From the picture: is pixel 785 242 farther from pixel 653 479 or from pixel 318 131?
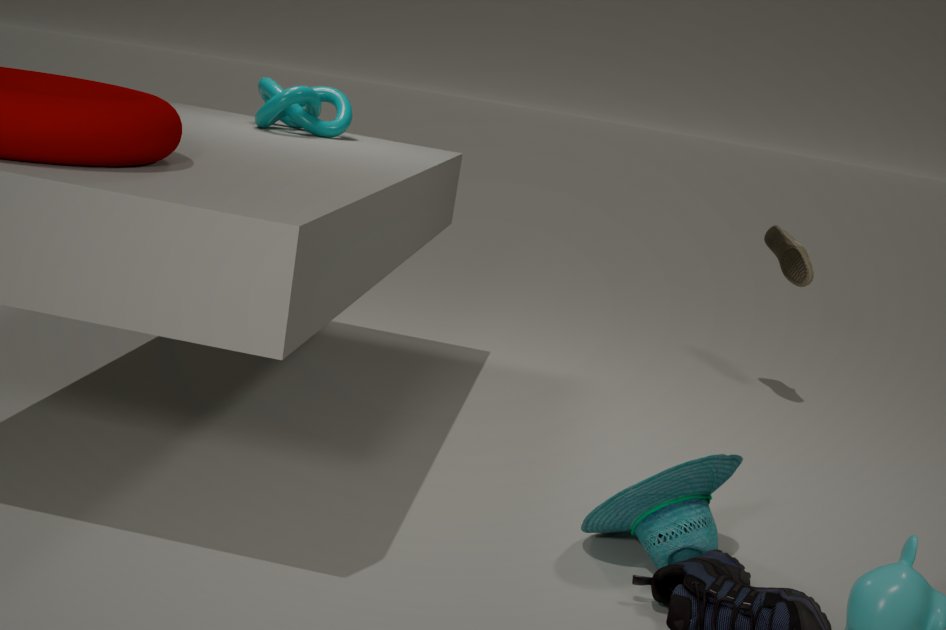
pixel 318 131
